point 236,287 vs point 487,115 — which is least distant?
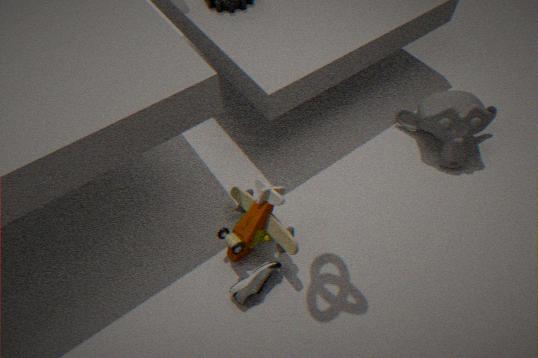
point 236,287
